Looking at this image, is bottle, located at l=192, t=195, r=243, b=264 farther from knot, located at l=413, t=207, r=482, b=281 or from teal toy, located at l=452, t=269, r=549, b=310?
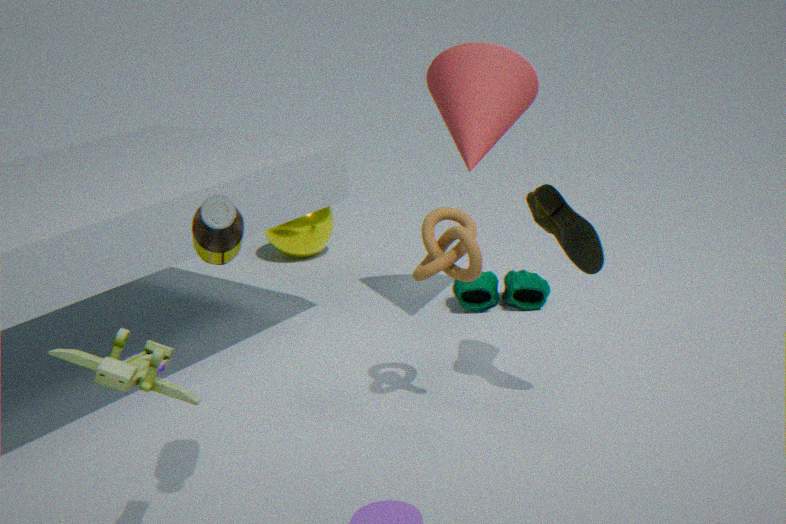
teal toy, located at l=452, t=269, r=549, b=310
